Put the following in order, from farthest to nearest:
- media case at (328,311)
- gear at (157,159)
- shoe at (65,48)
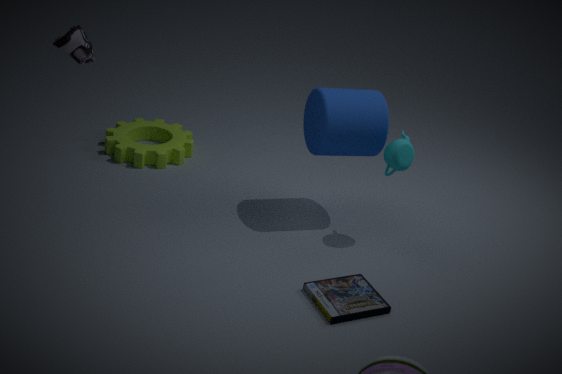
1. gear at (157,159)
2. media case at (328,311)
3. shoe at (65,48)
